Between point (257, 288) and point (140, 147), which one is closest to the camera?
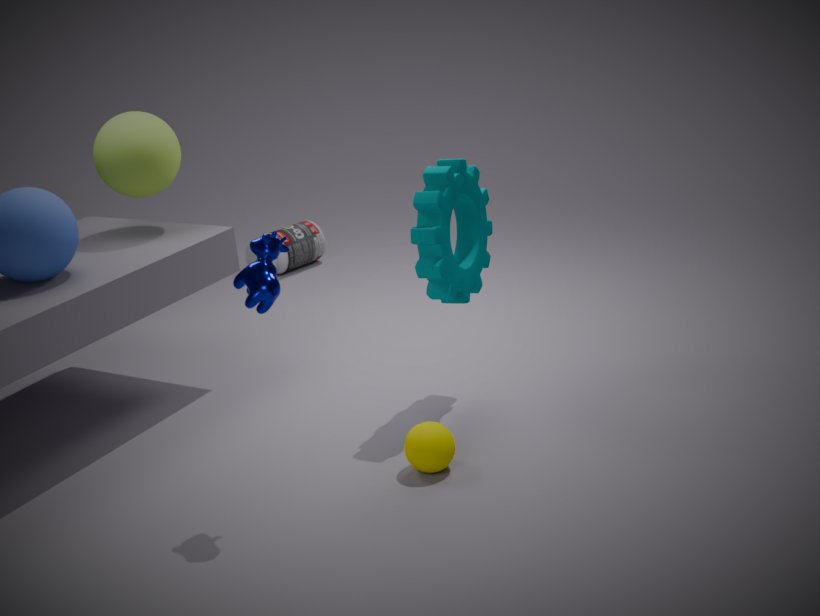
point (257, 288)
